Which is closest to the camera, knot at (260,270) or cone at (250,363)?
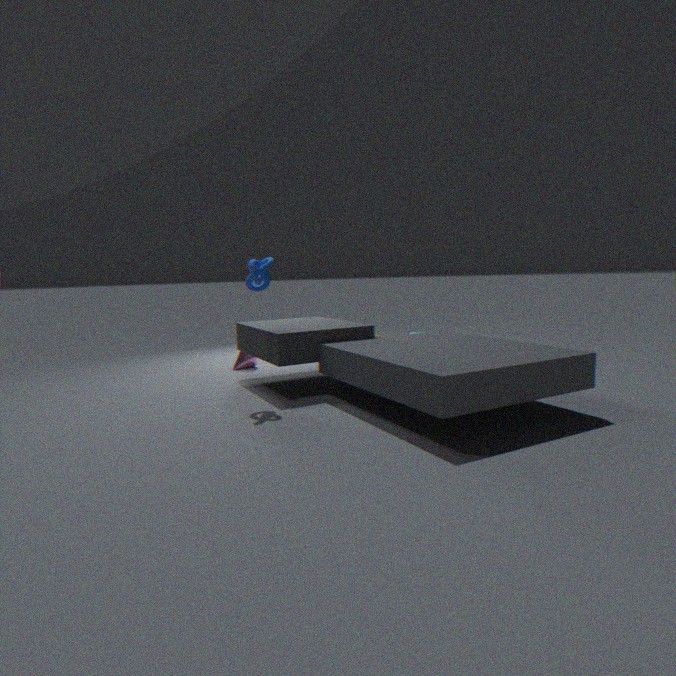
knot at (260,270)
